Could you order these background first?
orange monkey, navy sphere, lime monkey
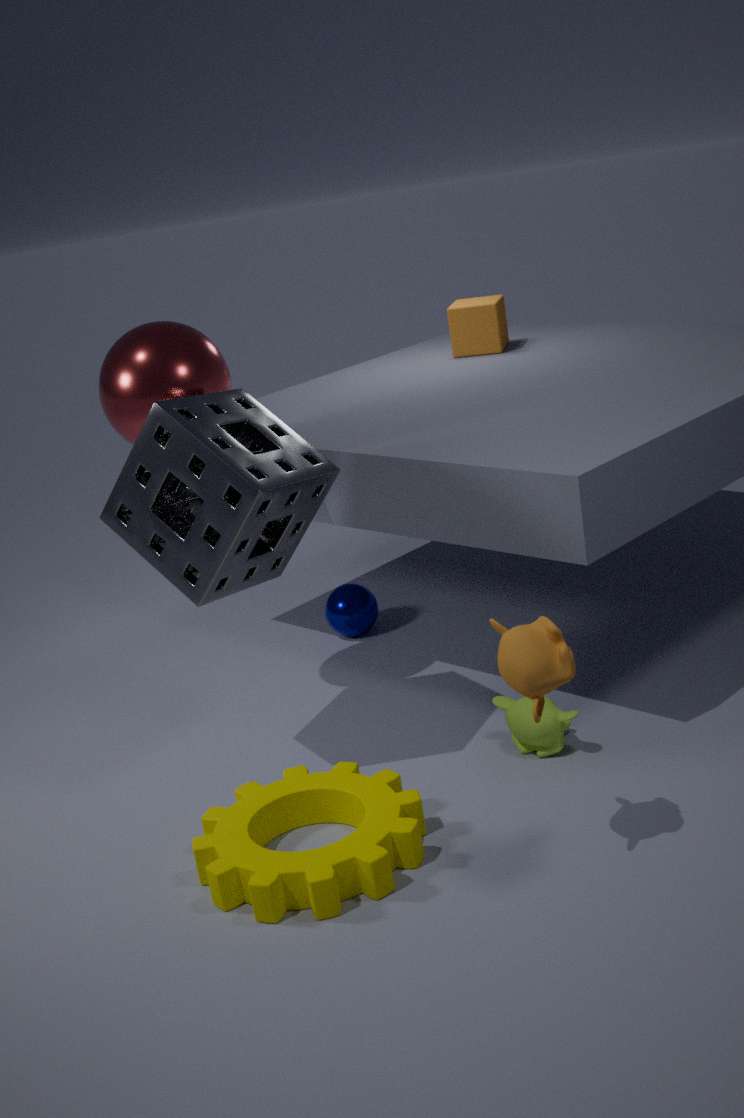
navy sphere < lime monkey < orange monkey
